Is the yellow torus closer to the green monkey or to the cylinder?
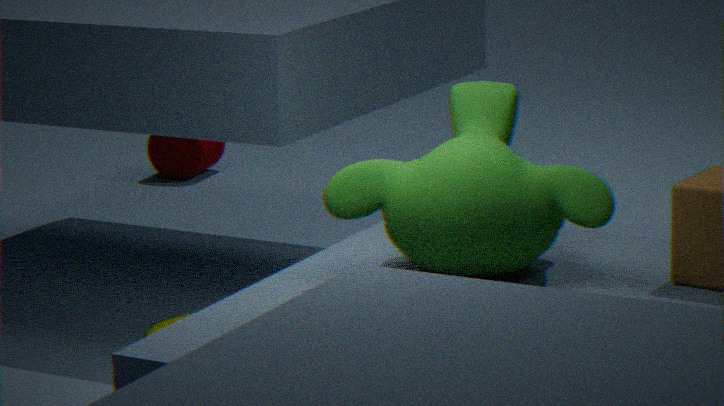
the green monkey
